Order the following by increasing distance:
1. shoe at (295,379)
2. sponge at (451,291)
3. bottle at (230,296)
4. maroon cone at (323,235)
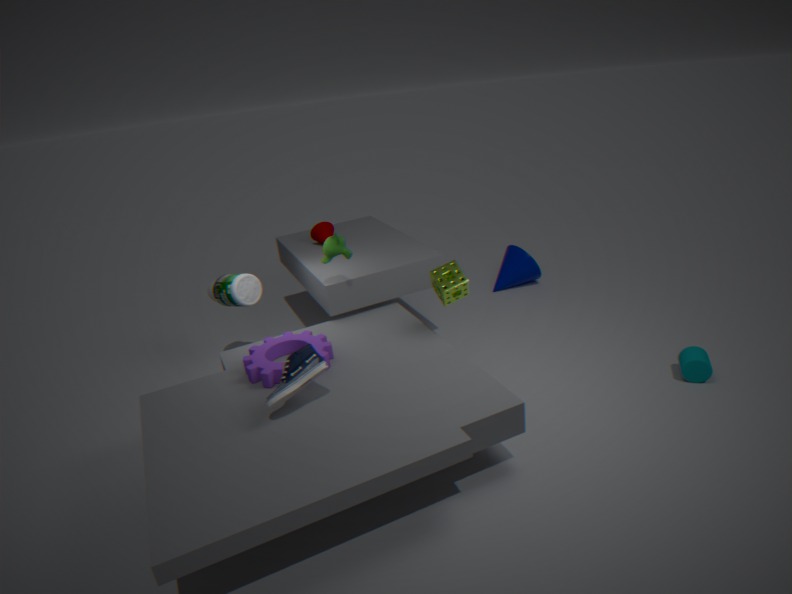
shoe at (295,379) → sponge at (451,291) → bottle at (230,296) → maroon cone at (323,235)
